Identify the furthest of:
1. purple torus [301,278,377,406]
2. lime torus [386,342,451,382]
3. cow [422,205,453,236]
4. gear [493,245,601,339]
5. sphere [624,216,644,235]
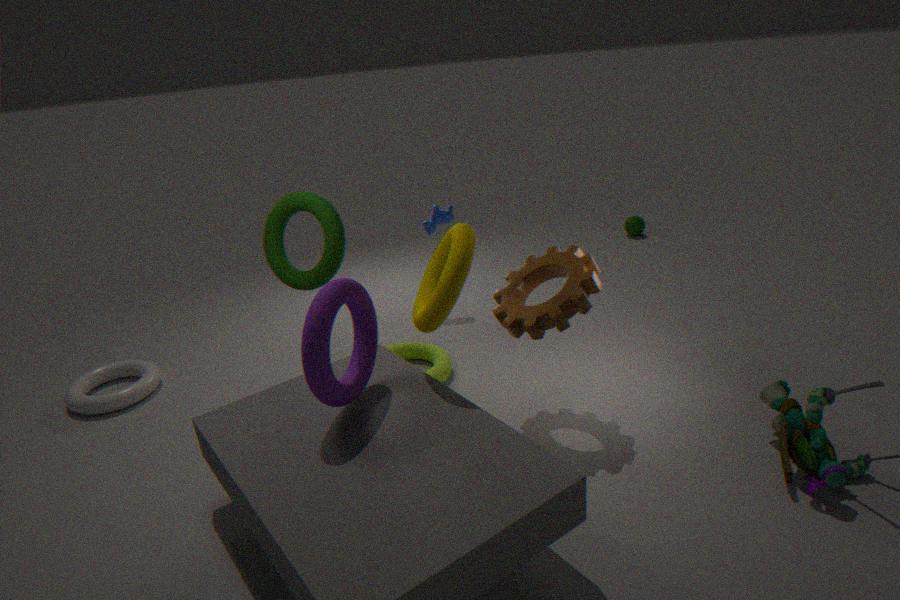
sphere [624,216,644,235]
